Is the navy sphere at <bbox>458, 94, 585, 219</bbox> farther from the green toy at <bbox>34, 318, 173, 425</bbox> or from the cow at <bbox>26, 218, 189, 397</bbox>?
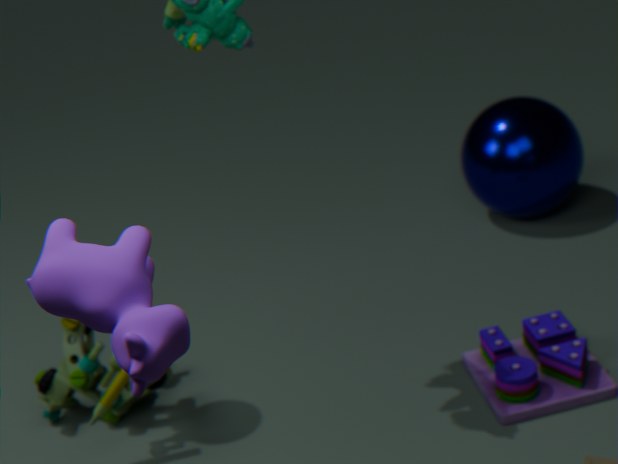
the cow at <bbox>26, 218, 189, 397</bbox>
